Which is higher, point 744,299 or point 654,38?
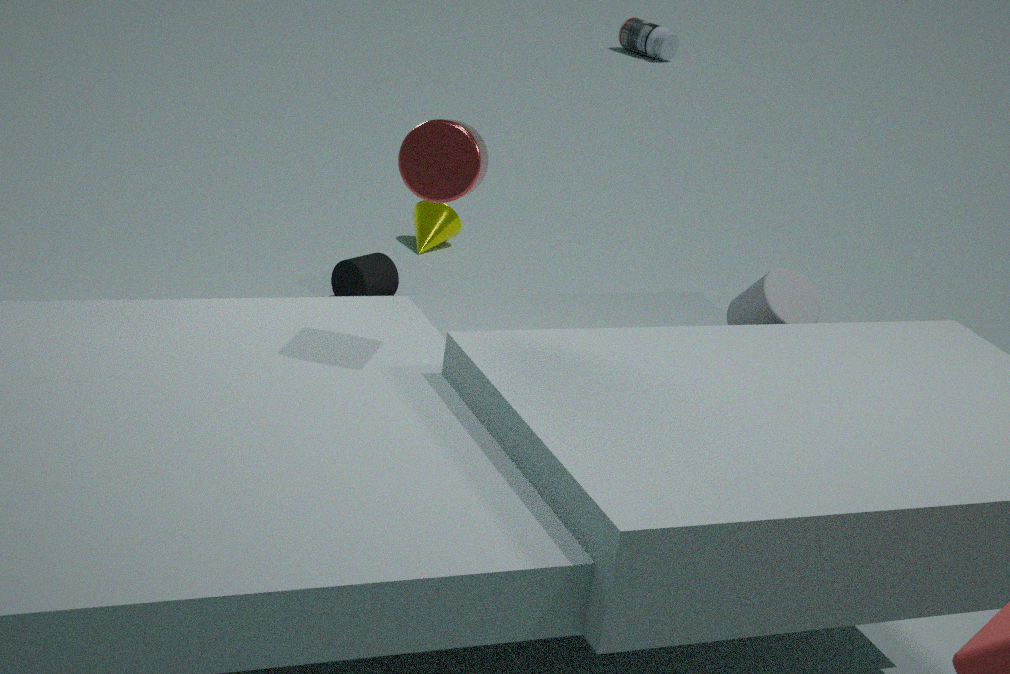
point 744,299
